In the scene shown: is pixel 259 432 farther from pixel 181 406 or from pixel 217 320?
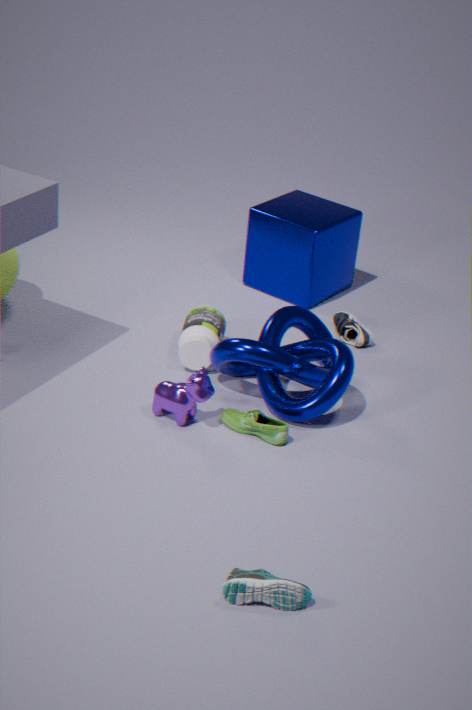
pixel 217 320
